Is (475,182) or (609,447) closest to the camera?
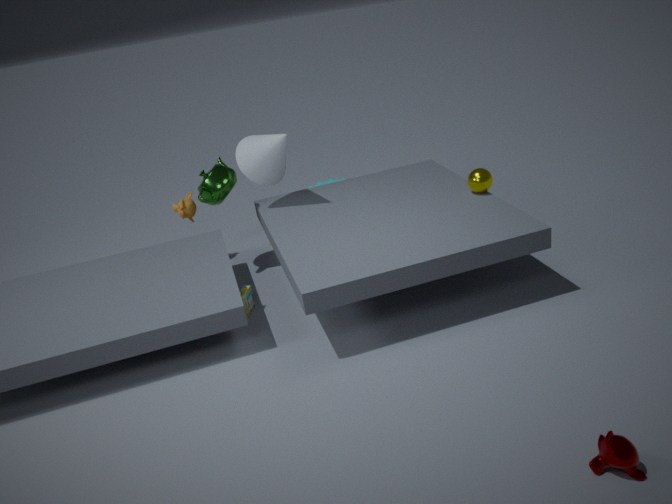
(609,447)
